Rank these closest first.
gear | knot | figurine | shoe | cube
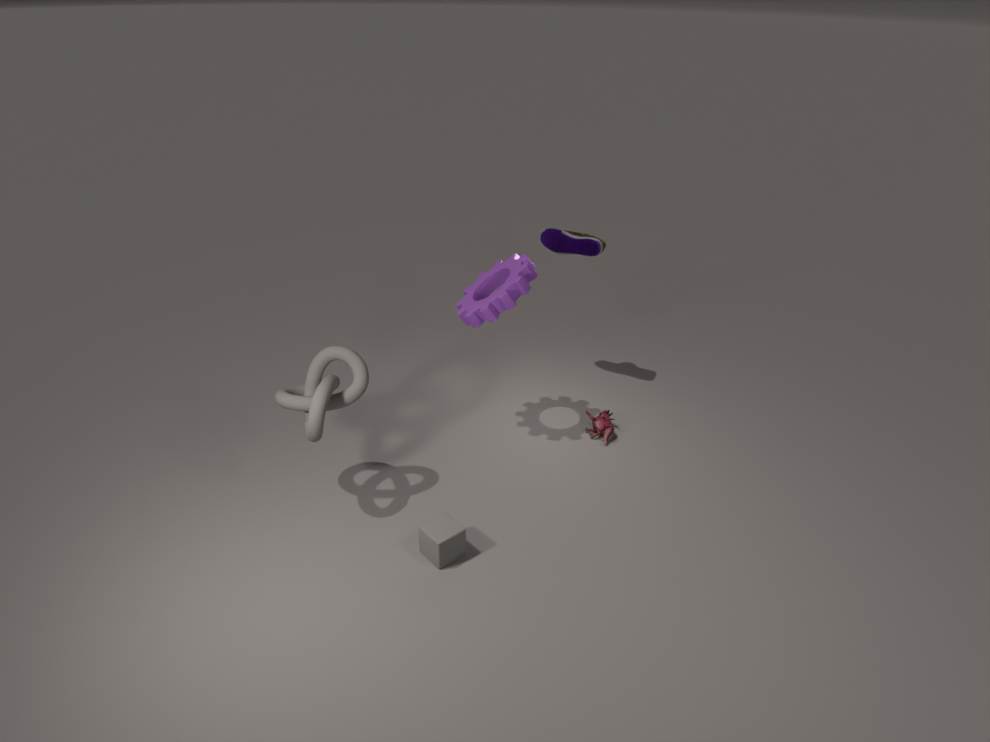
cube
knot
gear
figurine
shoe
